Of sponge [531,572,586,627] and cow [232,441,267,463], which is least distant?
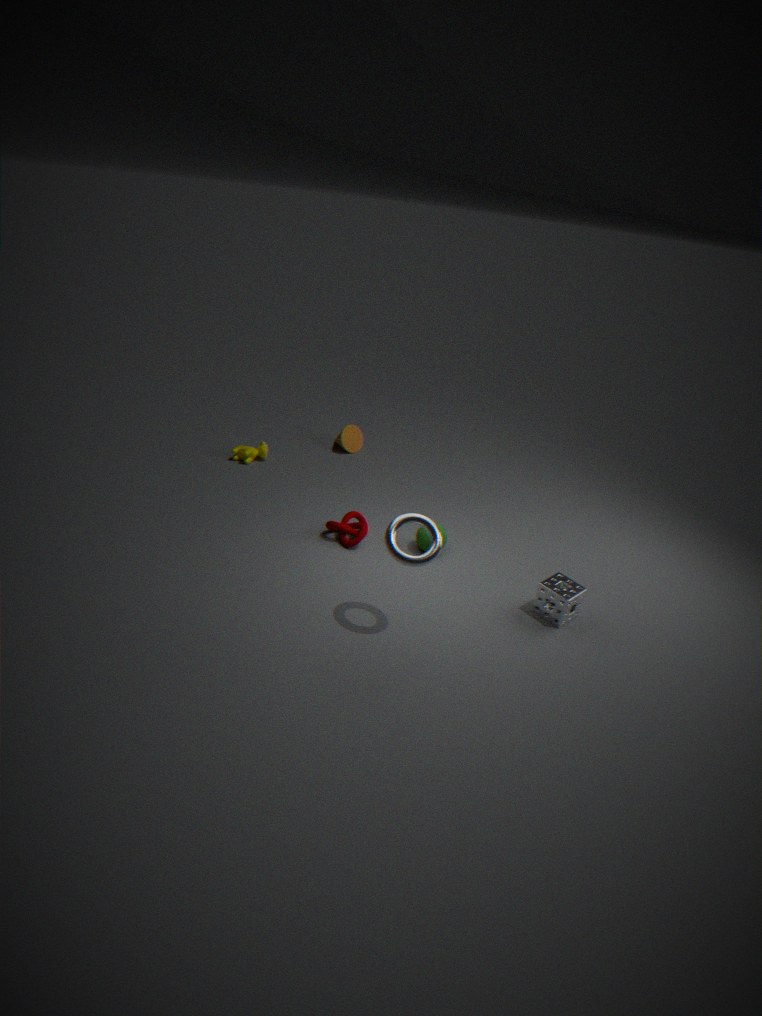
sponge [531,572,586,627]
